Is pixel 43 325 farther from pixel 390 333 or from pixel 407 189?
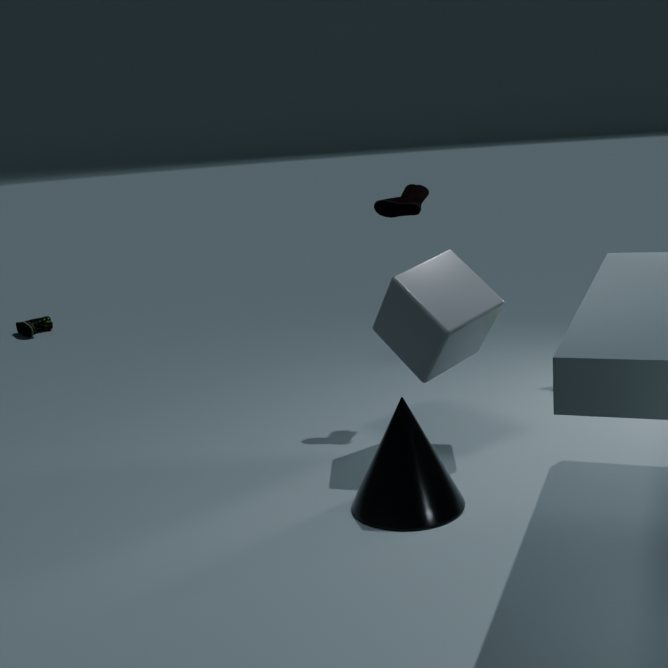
pixel 390 333
